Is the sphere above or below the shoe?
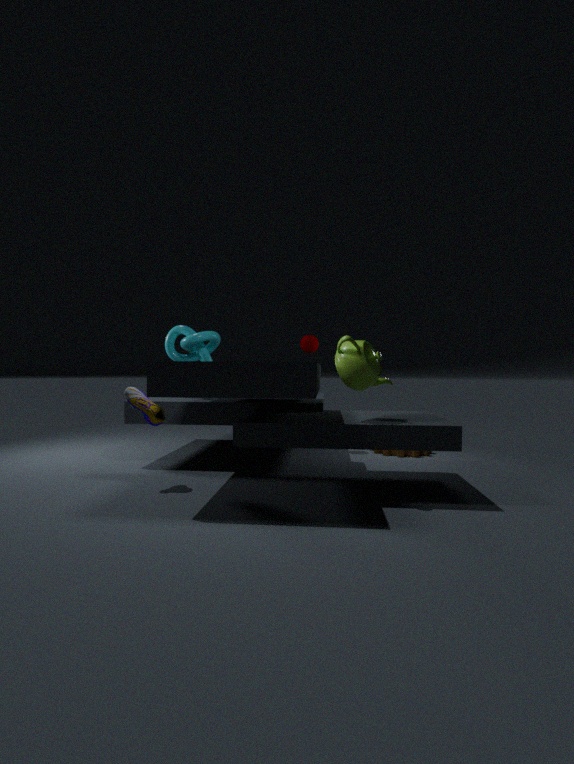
above
